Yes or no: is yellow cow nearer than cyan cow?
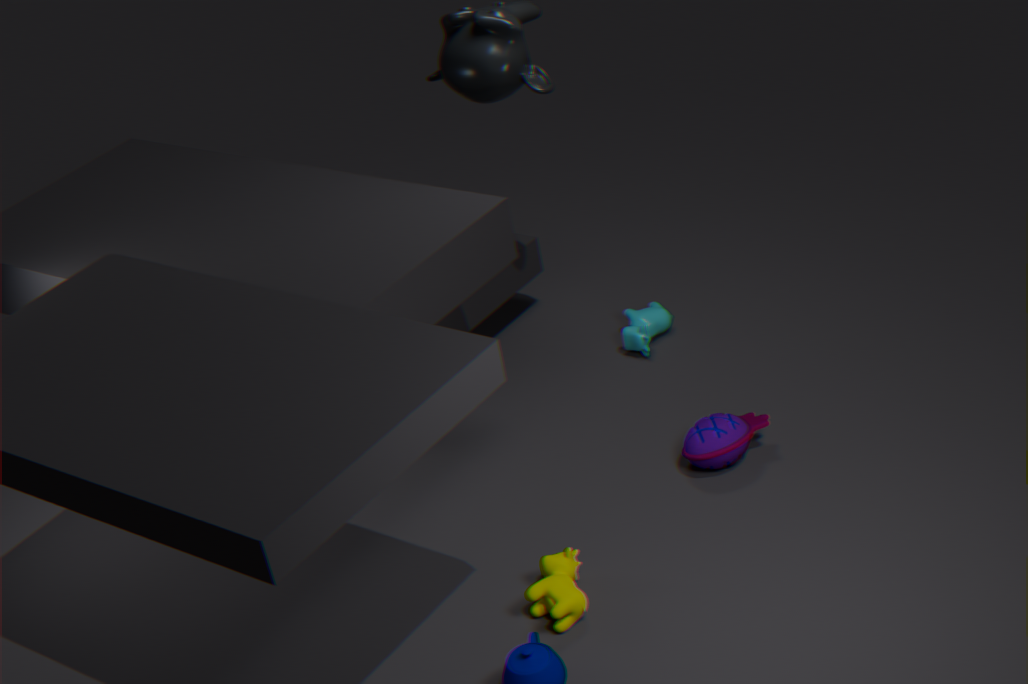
Yes
